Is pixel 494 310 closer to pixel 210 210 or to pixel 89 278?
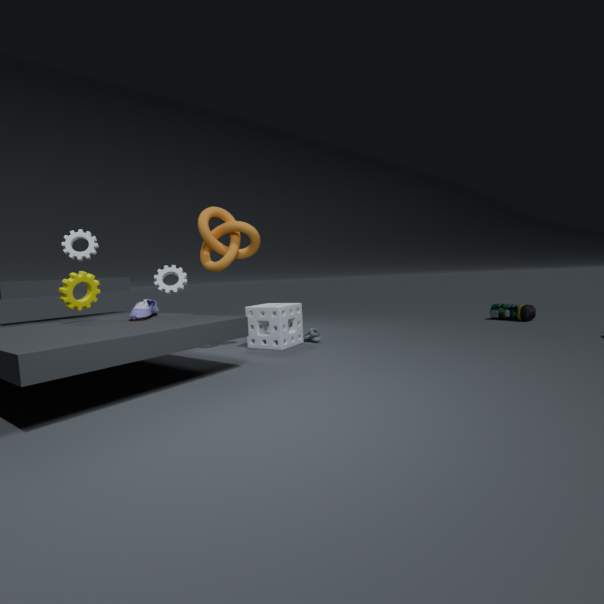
pixel 210 210
